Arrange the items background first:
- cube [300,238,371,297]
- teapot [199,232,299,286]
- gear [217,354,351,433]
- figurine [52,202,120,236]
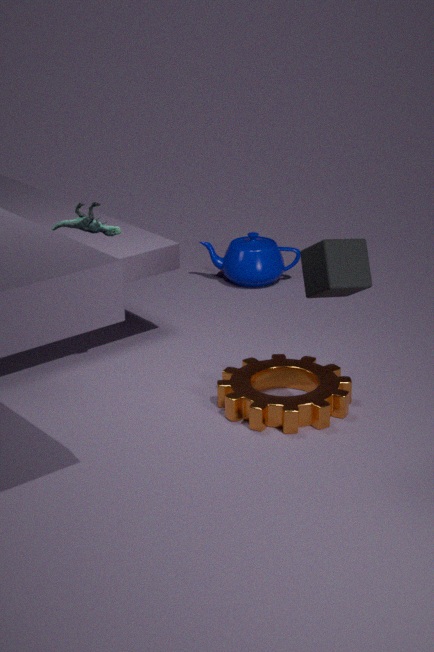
teapot [199,232,299,286]
figurine [52,202,120,236]
gear [217,354,351,433]
cube [300,238,371,297]
